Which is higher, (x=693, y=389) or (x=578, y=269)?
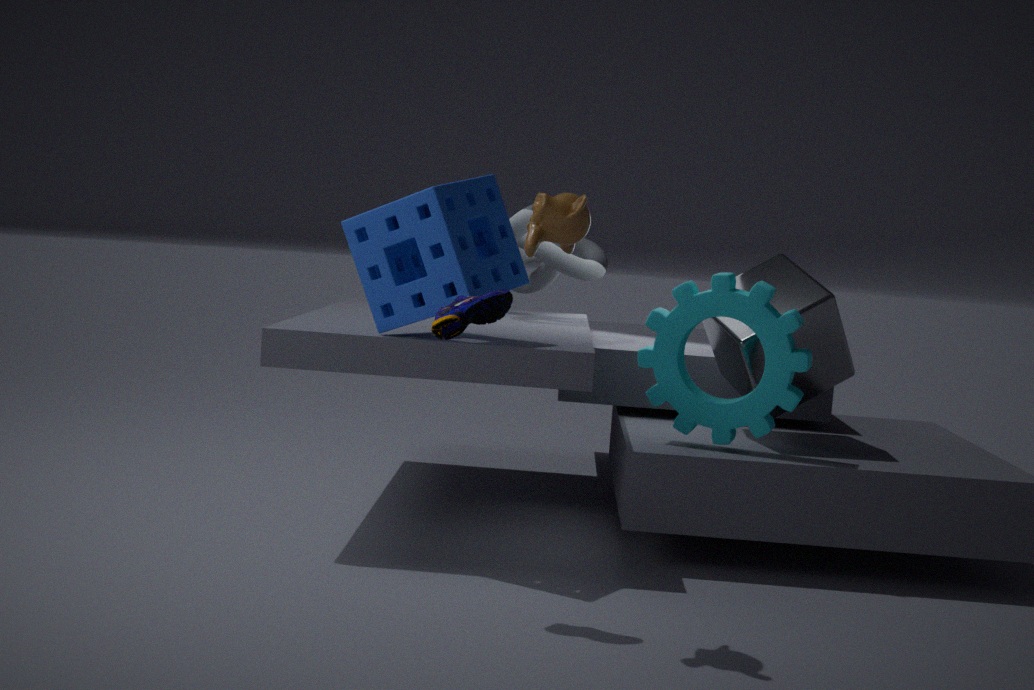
(x=578, y=269)
